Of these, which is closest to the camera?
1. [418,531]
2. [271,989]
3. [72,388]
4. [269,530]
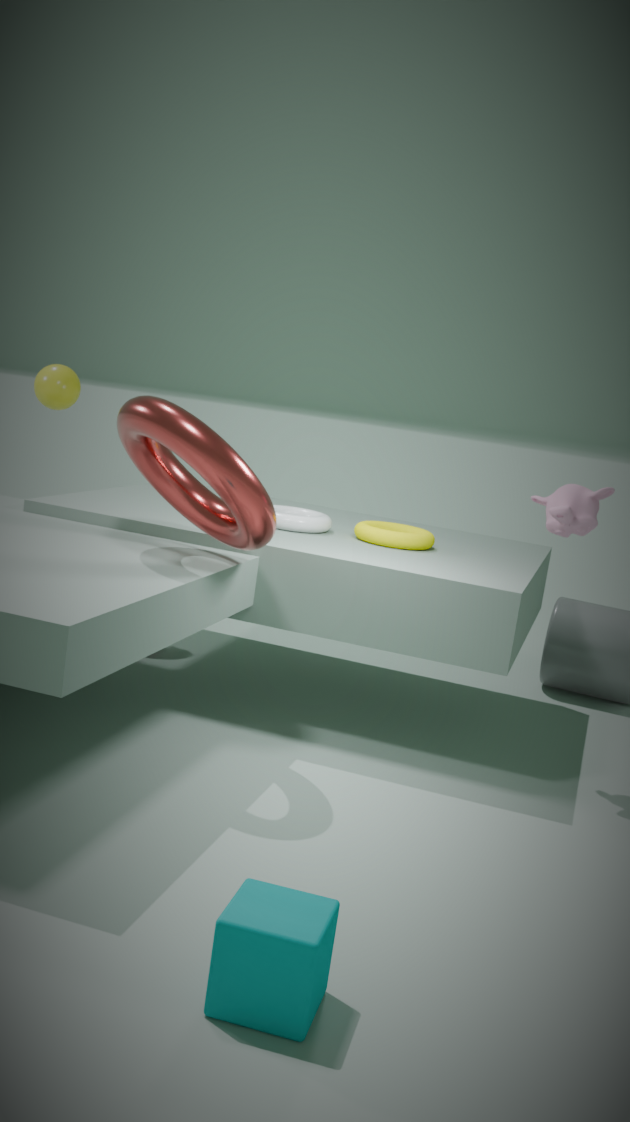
[271,989]
